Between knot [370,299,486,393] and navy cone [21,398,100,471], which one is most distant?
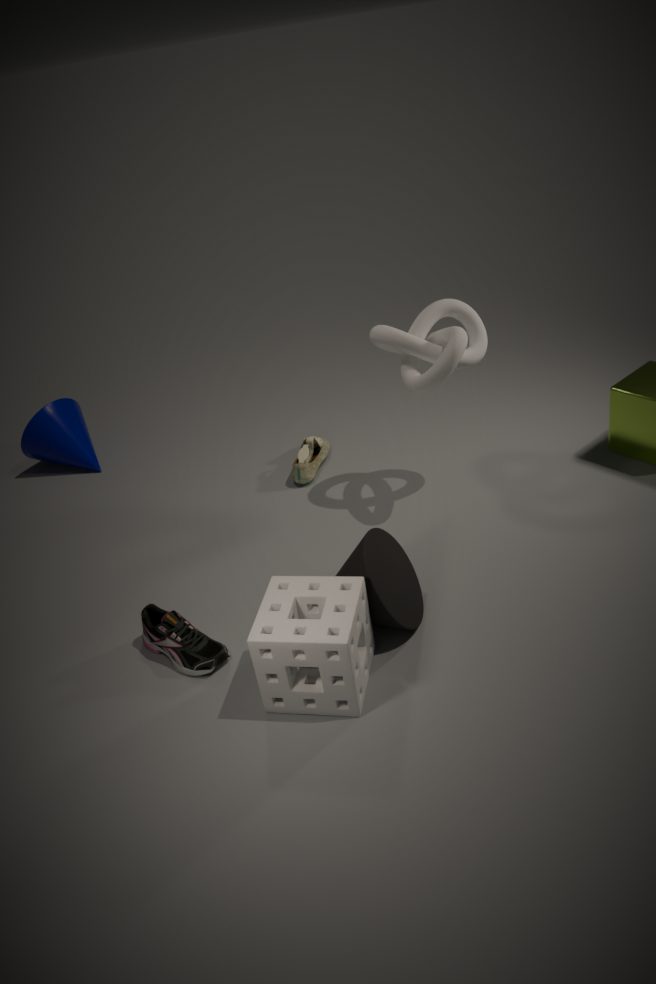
navy cone [21,398,100,471]
